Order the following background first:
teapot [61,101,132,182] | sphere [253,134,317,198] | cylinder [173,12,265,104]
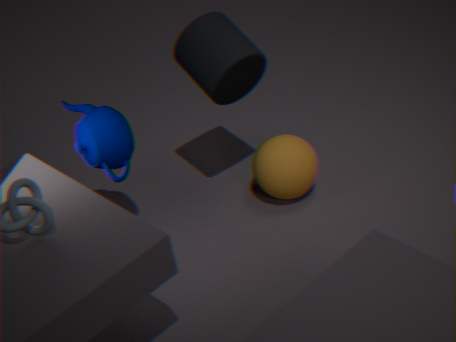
sphere [253,134,317,198]
cylinder [173,12,265,104]
teapot [61,101,132,182]
